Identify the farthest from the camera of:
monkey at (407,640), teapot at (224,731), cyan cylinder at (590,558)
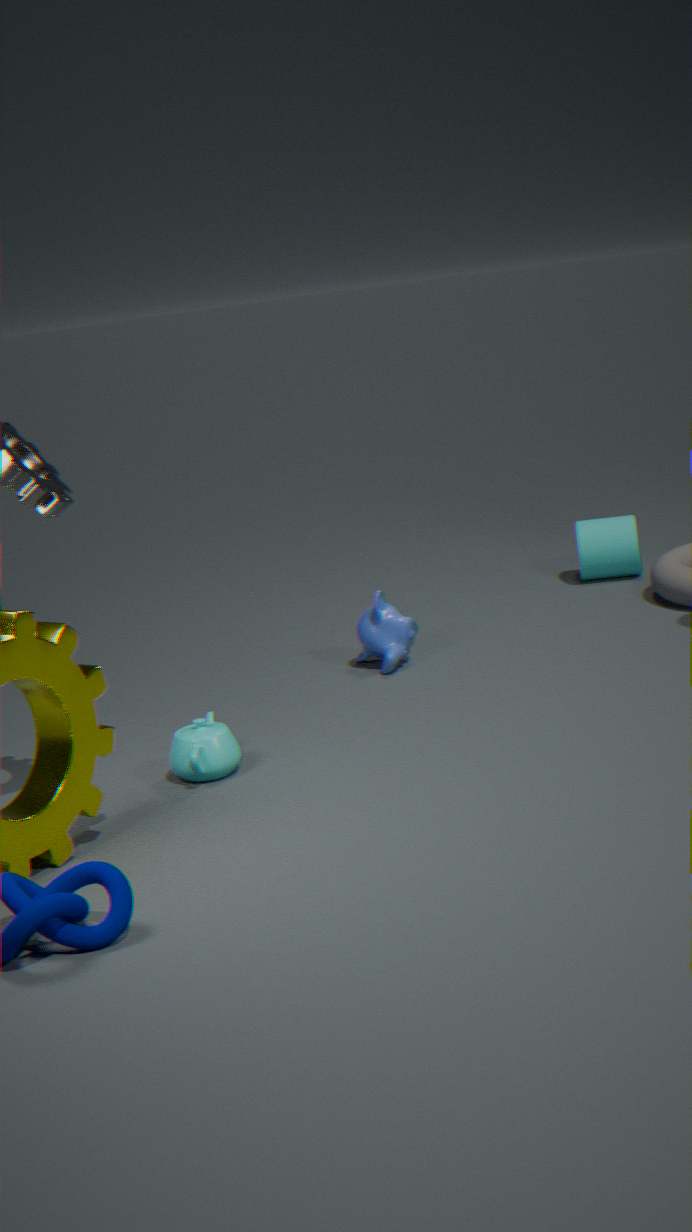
cyan cylinder at (590,558)
